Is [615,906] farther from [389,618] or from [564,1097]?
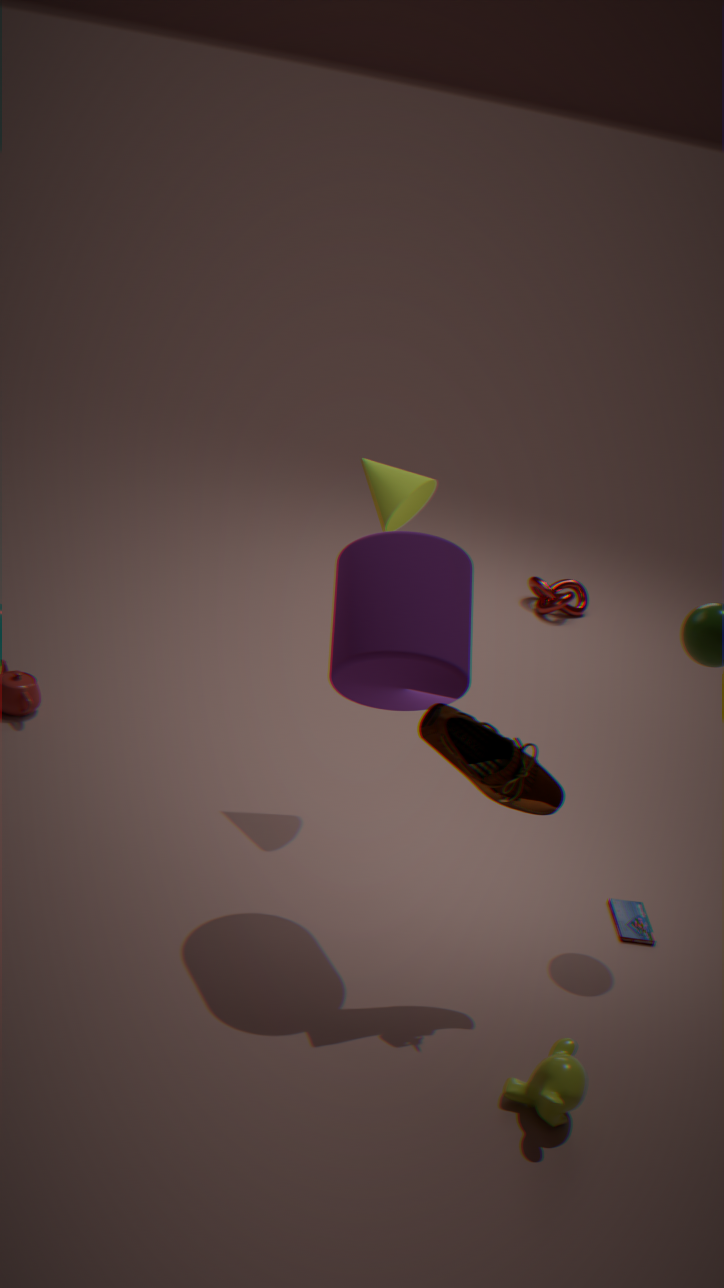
[389,618]
